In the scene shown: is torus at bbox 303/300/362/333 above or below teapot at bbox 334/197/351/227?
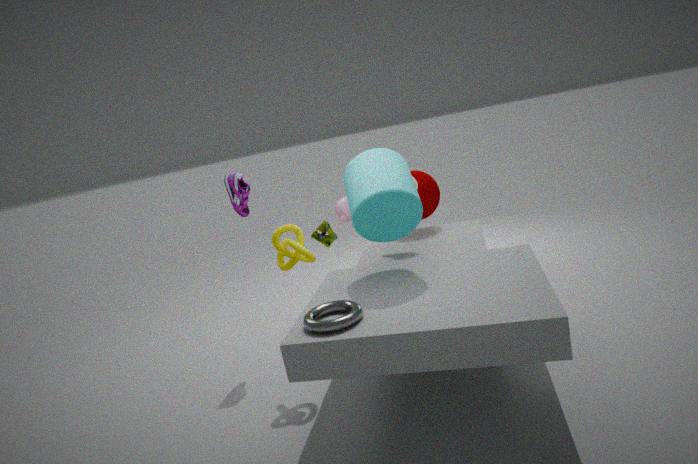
below
